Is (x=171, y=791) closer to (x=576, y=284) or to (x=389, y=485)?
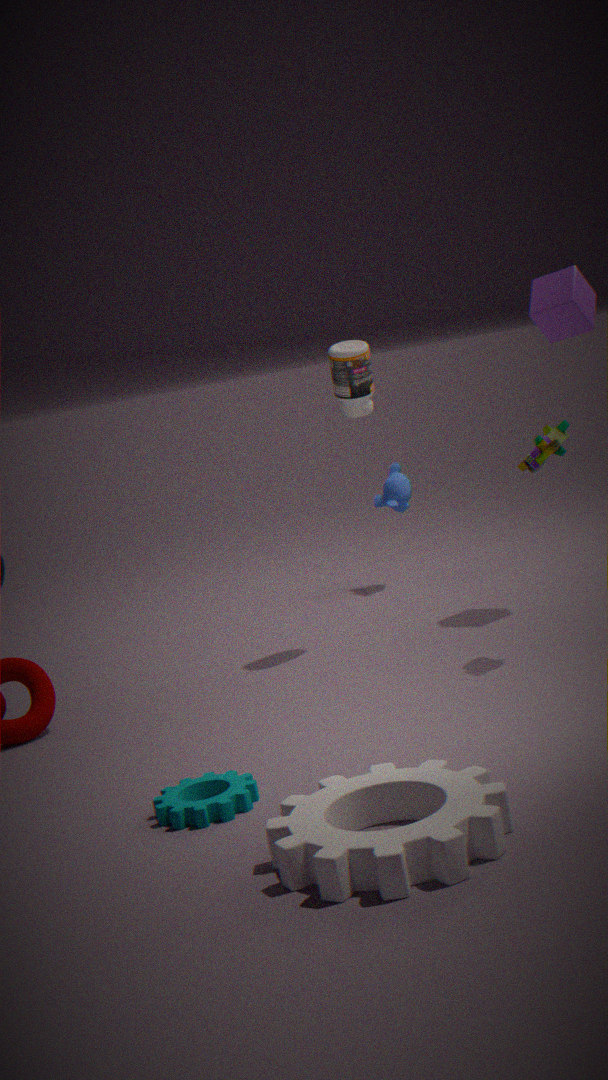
(x=576, y=284)
